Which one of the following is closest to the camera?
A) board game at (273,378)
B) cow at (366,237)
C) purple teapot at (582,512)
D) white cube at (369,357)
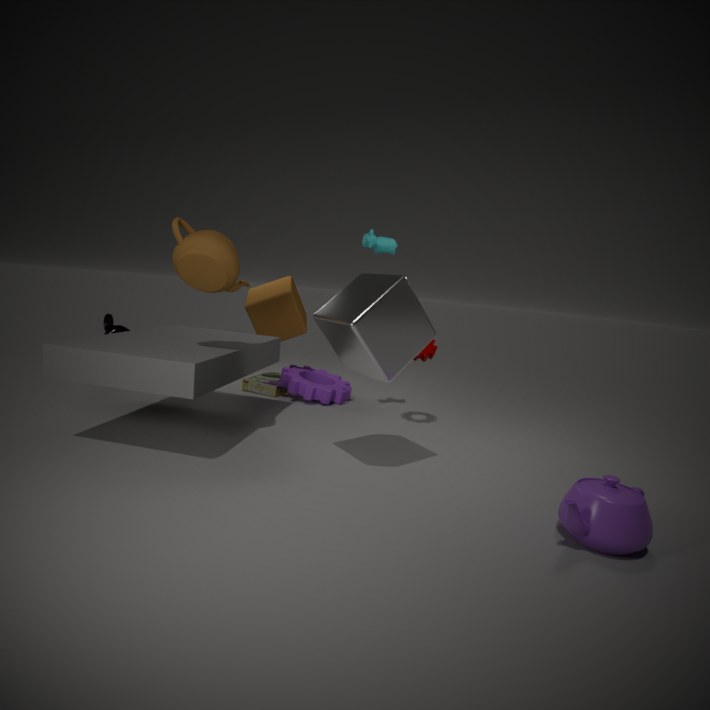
purple teapot at (582,512)
